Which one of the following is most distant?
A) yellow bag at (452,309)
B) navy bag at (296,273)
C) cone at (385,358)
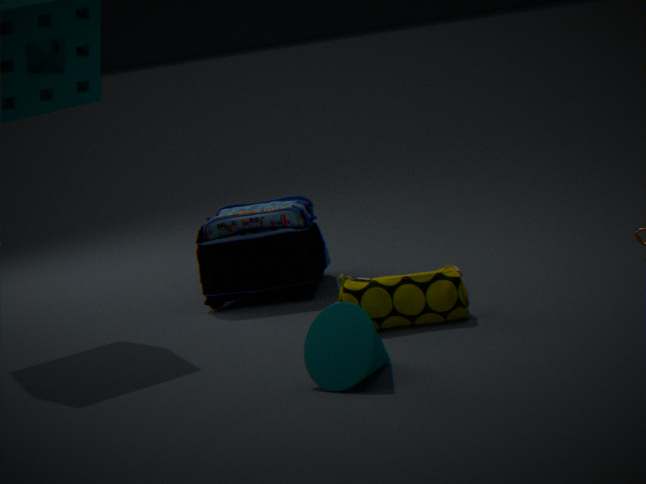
navy bag at (296,273)
